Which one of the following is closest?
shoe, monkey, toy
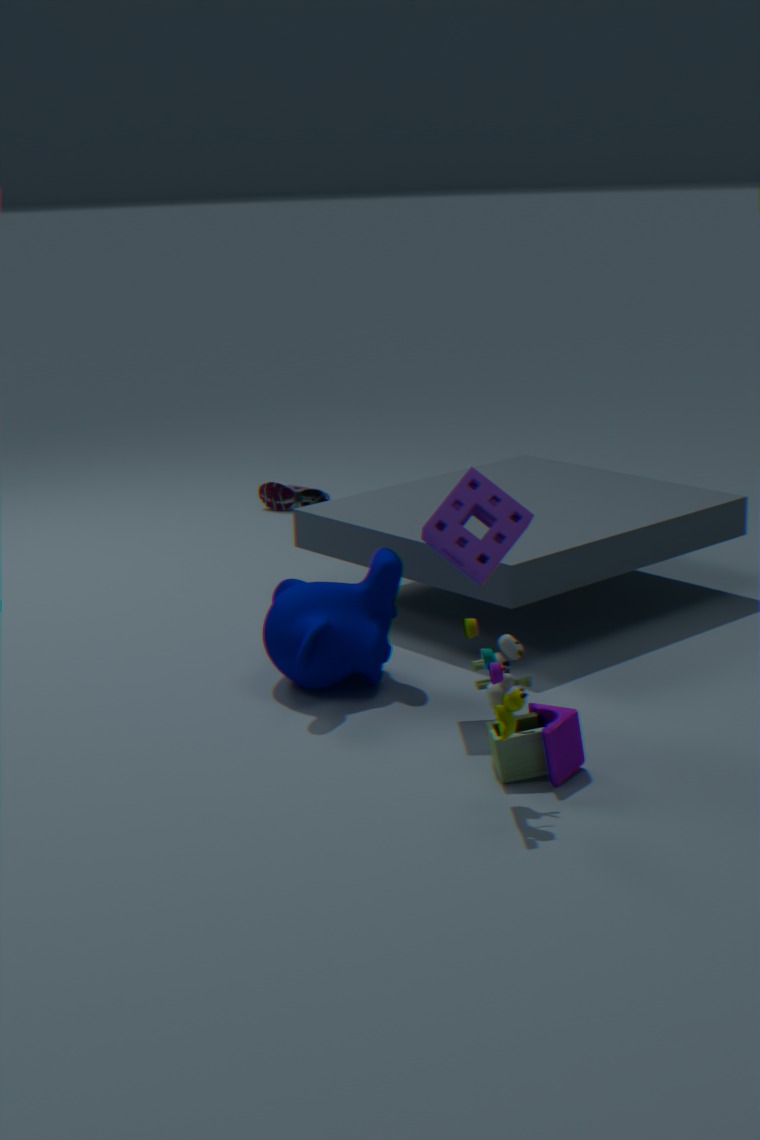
toy
